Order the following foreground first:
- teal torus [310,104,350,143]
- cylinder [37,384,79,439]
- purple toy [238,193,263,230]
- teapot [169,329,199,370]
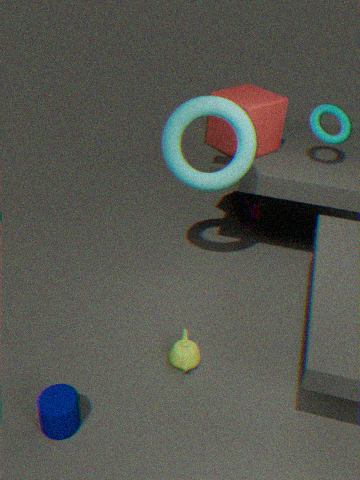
cylinder [37,384,79,439]
teapot [169,329,199,370]
teal torus [310,104,350,143]
purple toy [238,193,263,230]
